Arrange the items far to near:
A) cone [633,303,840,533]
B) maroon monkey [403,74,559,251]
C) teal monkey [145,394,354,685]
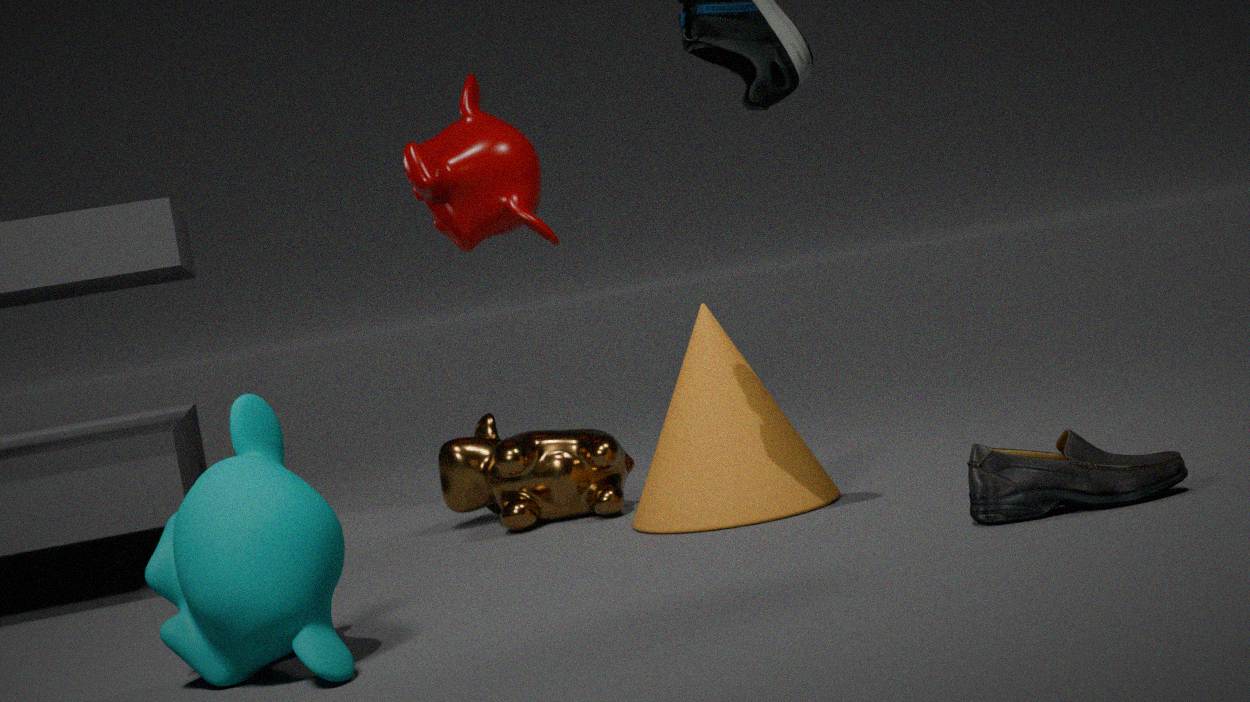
1. maroon monkey [403,74,559,251]
2. cone [633,303,840,533]
3. teal monkey [145,394,354,685]
